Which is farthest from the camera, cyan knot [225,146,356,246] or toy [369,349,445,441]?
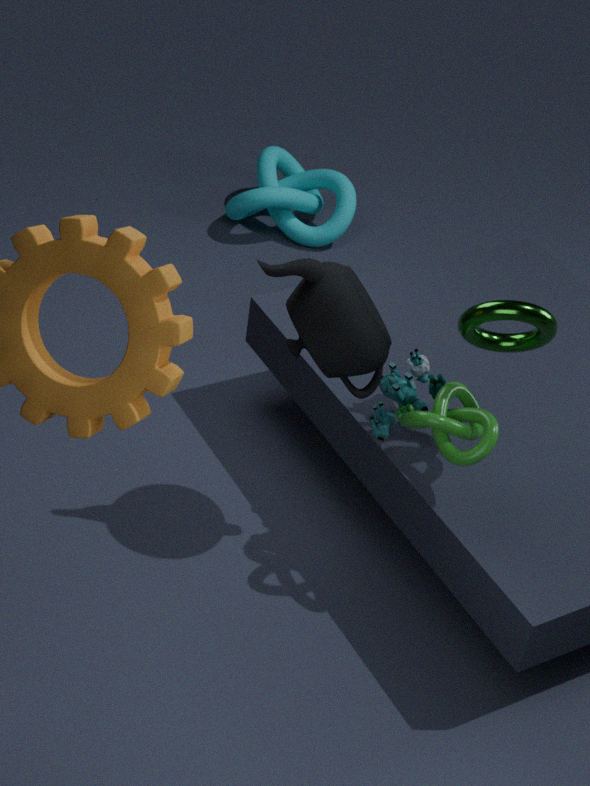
cyan knot [225,146,356,246]
